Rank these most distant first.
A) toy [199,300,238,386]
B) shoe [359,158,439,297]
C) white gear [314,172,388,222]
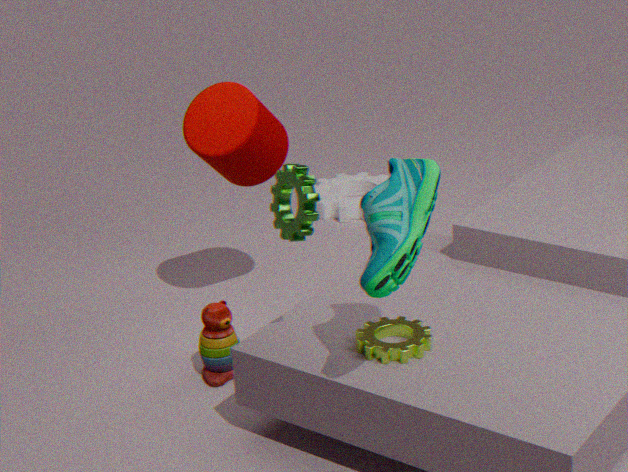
white gear [314,172,388,222] → toy [199,300,238,386] → shoe [359,158,439,297]
